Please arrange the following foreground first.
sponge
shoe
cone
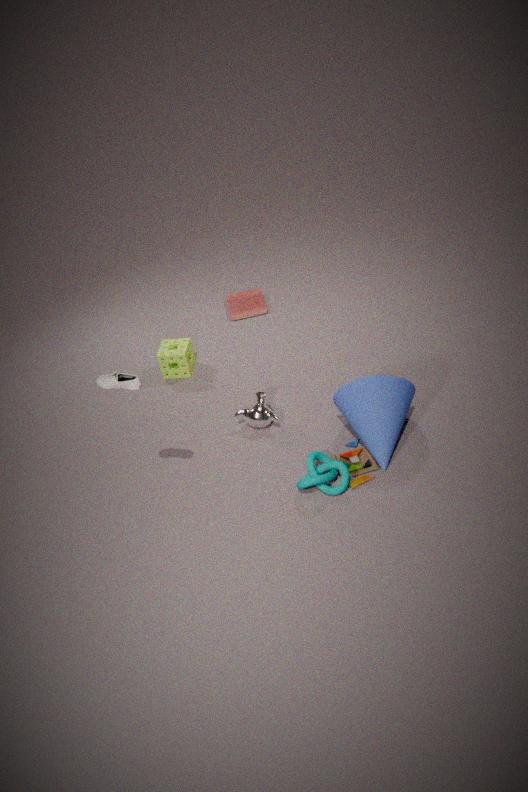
shoe, cone, sponge
